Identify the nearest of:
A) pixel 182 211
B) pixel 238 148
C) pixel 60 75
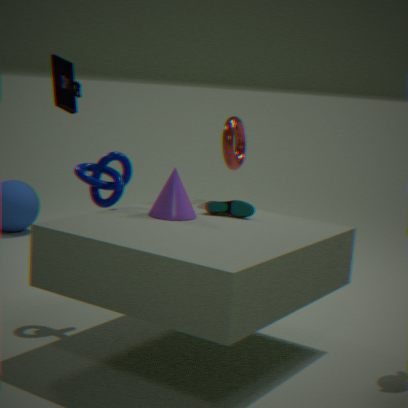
→ pixel 60 75
